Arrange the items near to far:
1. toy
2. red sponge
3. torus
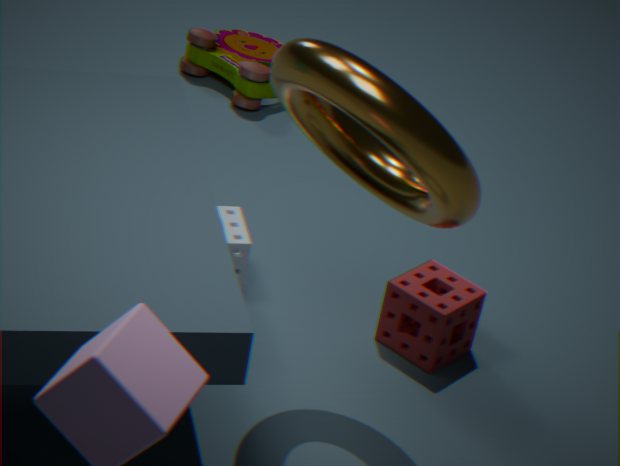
torus < red sponge < toy
